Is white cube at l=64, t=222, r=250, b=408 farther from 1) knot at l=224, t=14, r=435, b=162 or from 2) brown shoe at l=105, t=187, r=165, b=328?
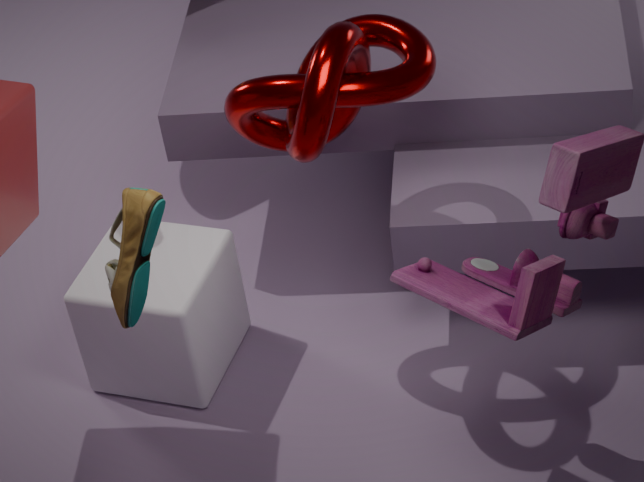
2) brown shoe at l=105, t=187, r=165, b=328
